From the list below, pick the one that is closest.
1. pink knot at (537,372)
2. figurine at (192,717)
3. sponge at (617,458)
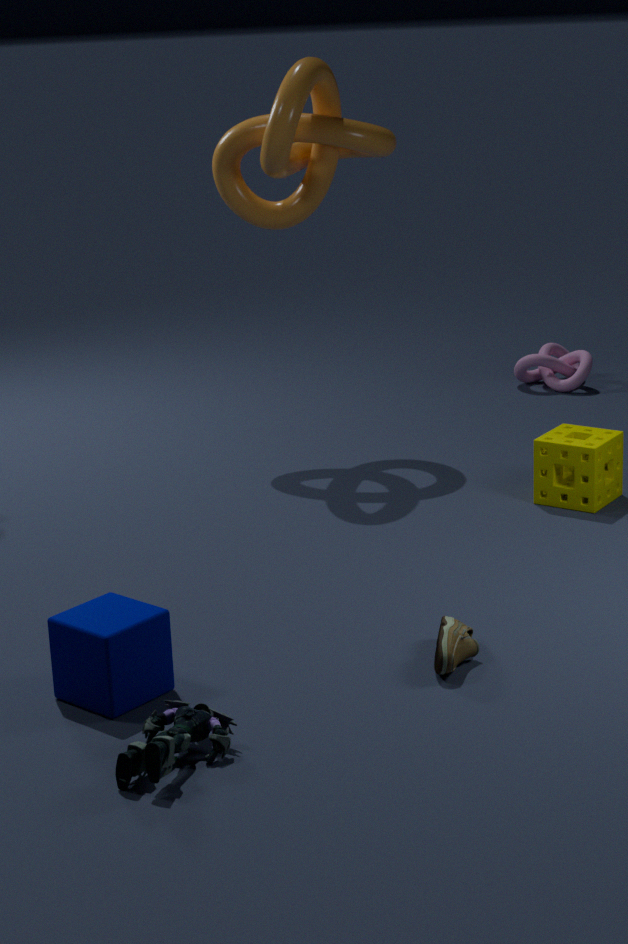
figurine at (192,717)
